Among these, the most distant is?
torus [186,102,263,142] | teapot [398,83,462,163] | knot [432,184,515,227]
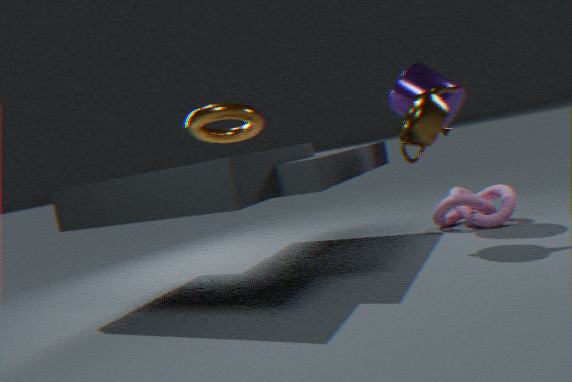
knot [432,184,515,227]
